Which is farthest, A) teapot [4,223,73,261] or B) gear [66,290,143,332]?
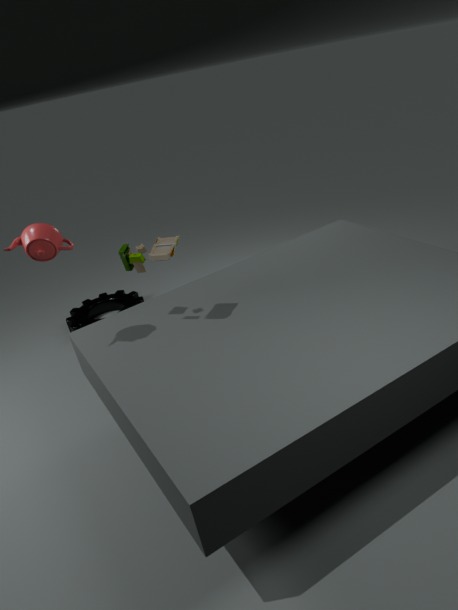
B. gear [66,290,143,332]
